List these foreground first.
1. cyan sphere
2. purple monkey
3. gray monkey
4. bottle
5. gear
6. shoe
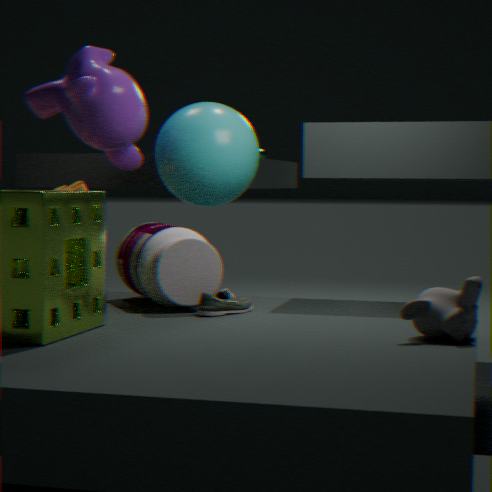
gray monkey → shoe → bottle → purple monkey → gear → cyan sphere
